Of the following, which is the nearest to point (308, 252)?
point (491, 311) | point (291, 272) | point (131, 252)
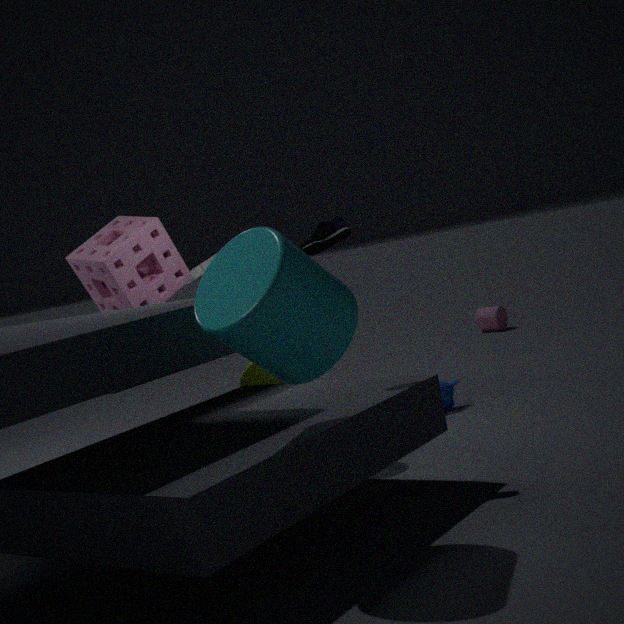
point (291, 272)
